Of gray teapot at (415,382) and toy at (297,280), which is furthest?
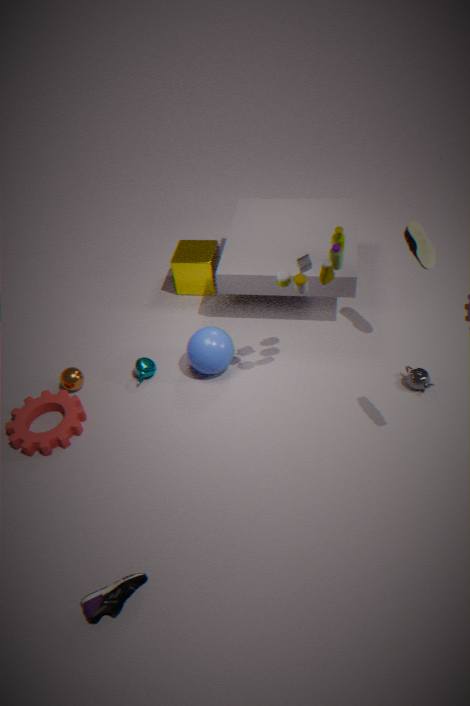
gray teapot at (415,382)
